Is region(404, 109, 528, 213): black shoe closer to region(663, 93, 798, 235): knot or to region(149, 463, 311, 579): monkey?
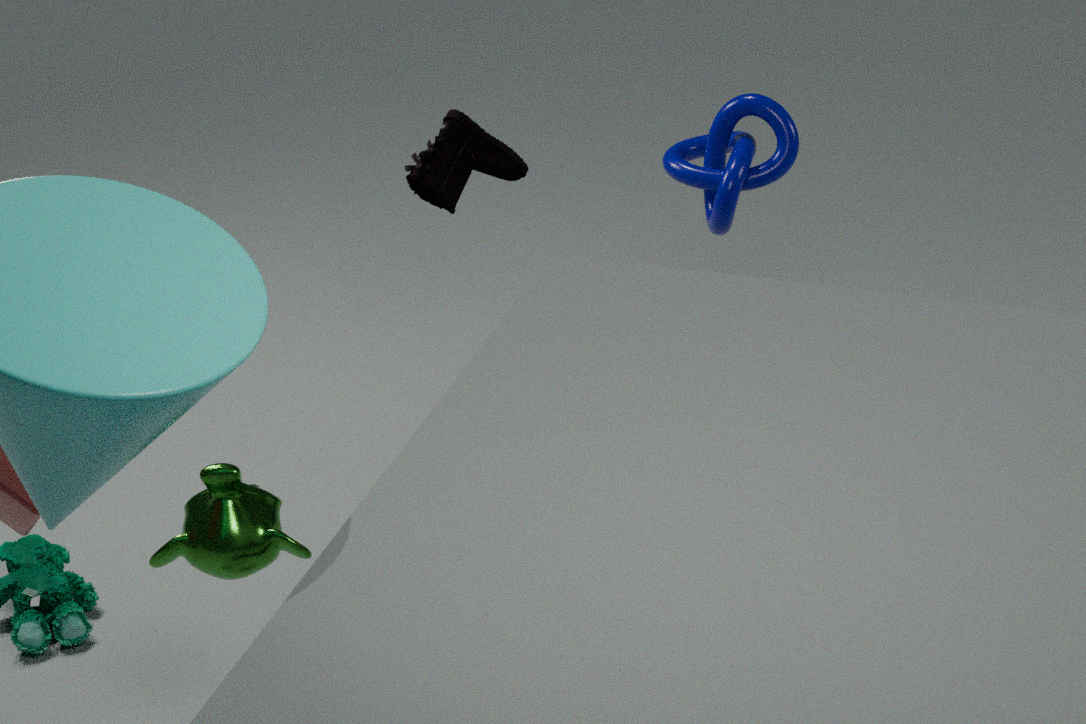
region(663, 93, 798, 235): knot
